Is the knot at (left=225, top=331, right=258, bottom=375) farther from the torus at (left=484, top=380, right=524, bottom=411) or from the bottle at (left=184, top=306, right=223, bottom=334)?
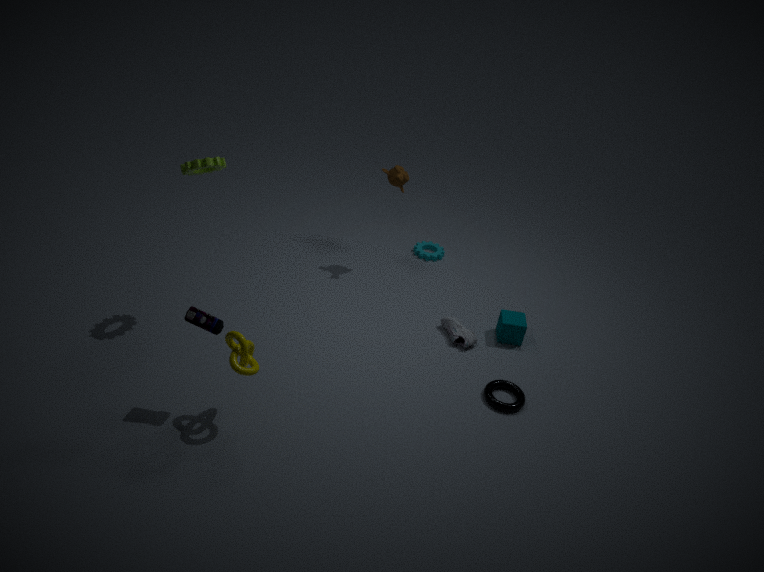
the torus at (left=484, top=380, right=524, bottom=411)
